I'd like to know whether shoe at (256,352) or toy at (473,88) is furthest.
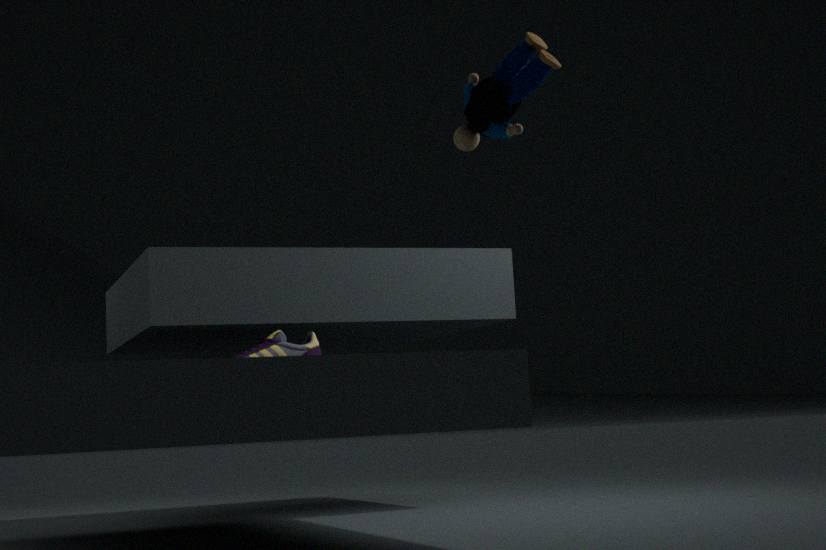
shoe at (256,352)
